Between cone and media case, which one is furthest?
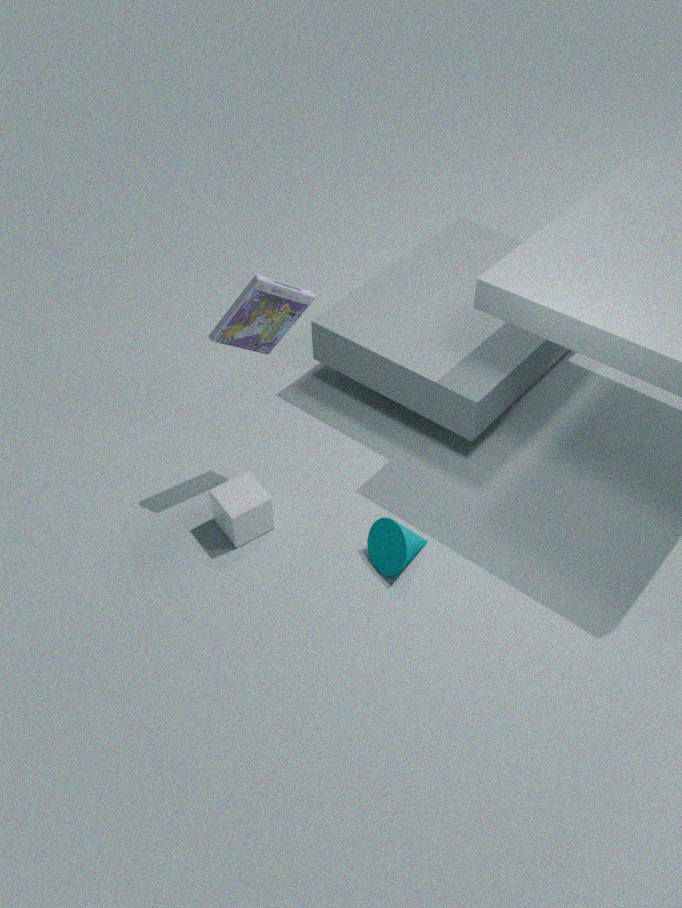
cone
